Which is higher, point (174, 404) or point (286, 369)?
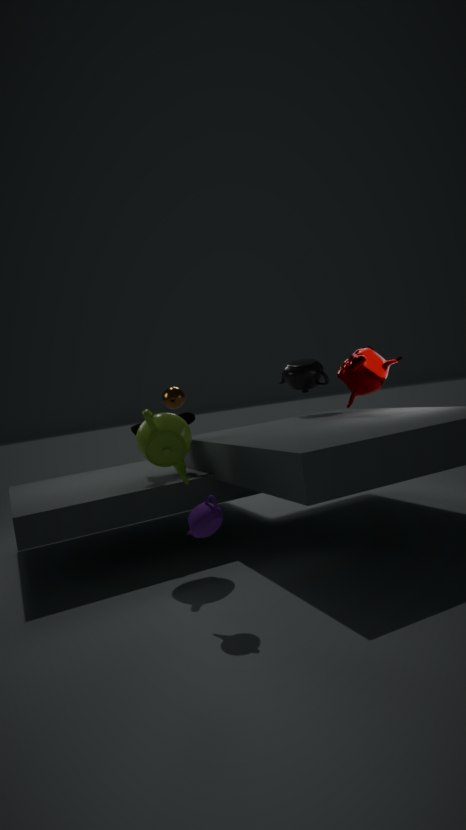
point (286, 369)
